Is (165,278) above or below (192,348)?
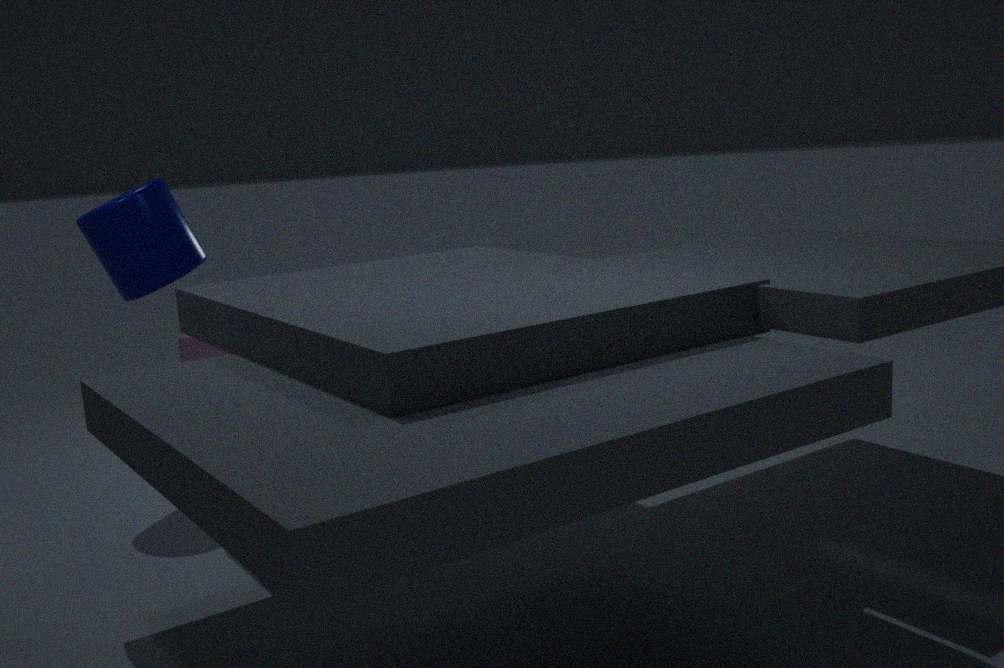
above
